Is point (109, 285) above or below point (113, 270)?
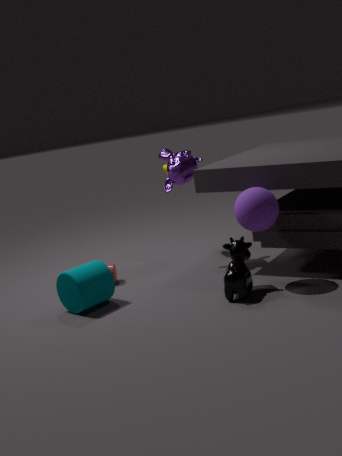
above
